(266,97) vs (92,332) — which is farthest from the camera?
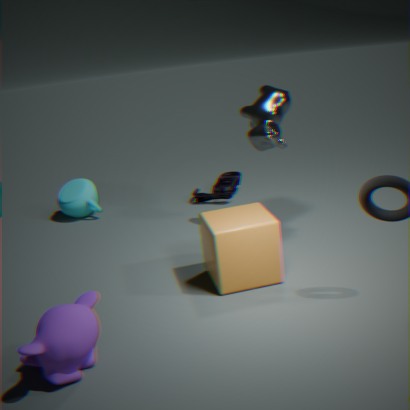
(266,97)
